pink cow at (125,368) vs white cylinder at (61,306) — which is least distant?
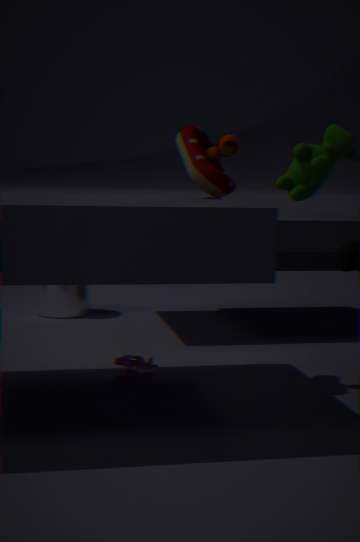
pink cow at (125,368)
